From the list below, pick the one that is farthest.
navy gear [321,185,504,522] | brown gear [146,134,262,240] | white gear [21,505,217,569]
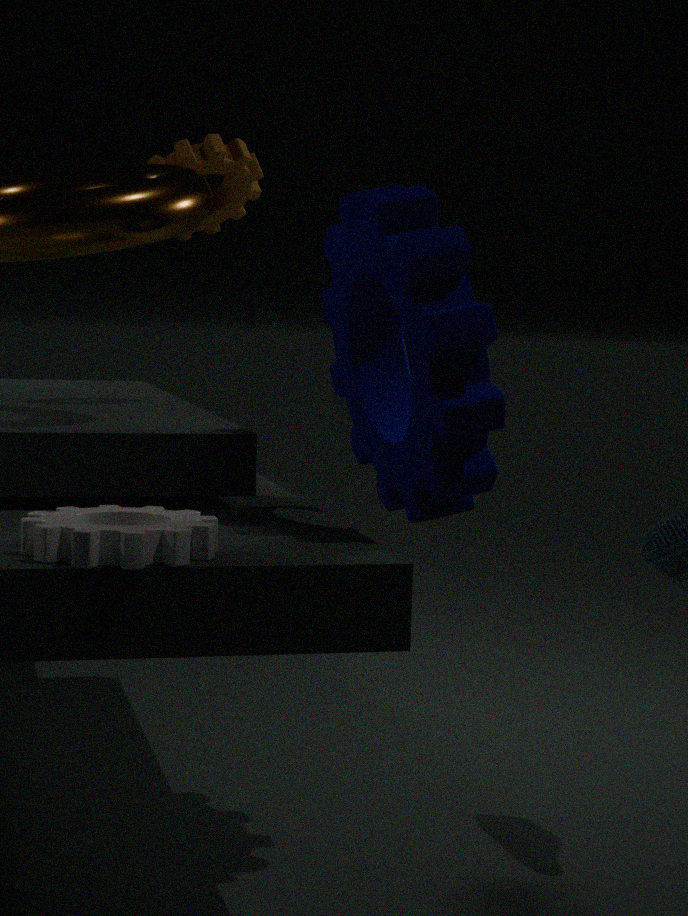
brown gear [146,134,262,240]
